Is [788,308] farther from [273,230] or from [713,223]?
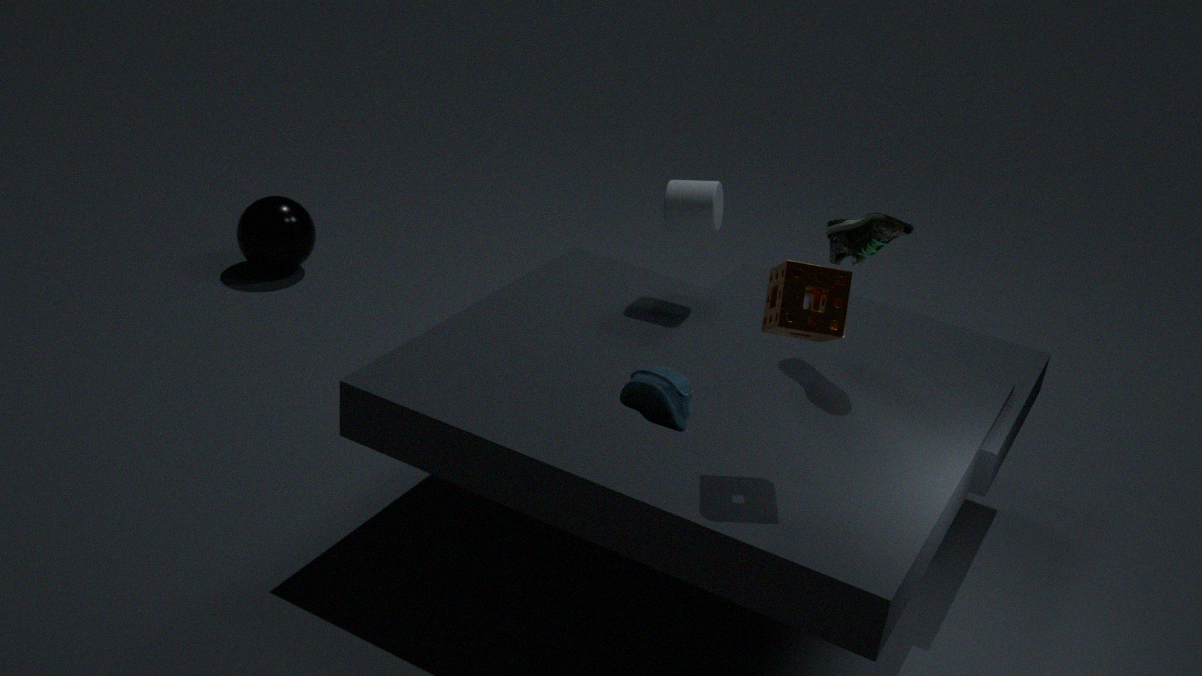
[273,230]
